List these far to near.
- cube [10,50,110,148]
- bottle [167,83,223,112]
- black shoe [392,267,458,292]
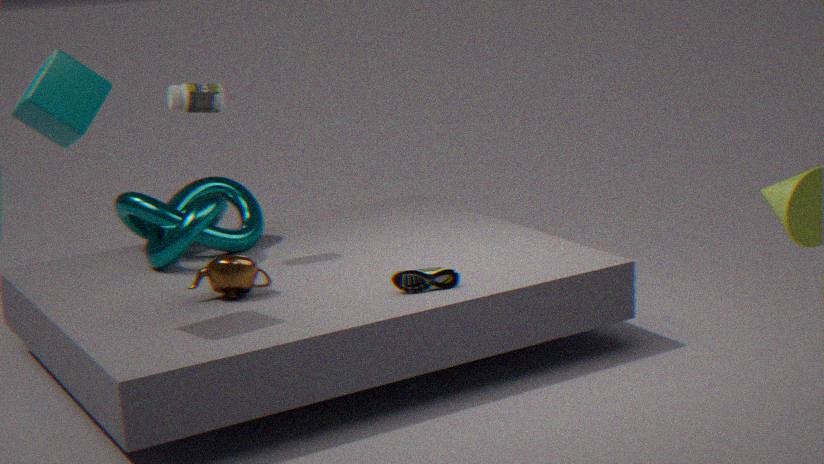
bottle [167,83,223,112] < black shoe [392,267,458,292] < cube [10,50,110,148]
